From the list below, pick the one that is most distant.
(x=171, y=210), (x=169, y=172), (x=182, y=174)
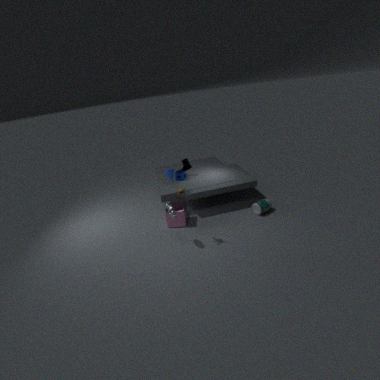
(x=182, y=174)
